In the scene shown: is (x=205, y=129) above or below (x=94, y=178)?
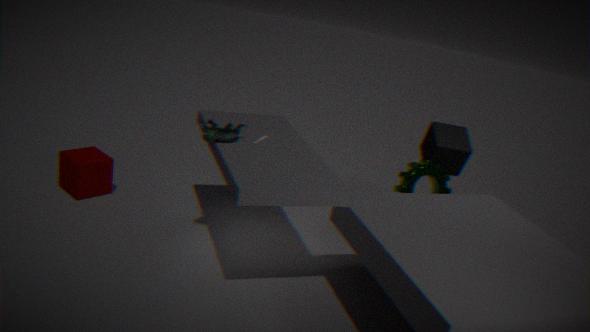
above
